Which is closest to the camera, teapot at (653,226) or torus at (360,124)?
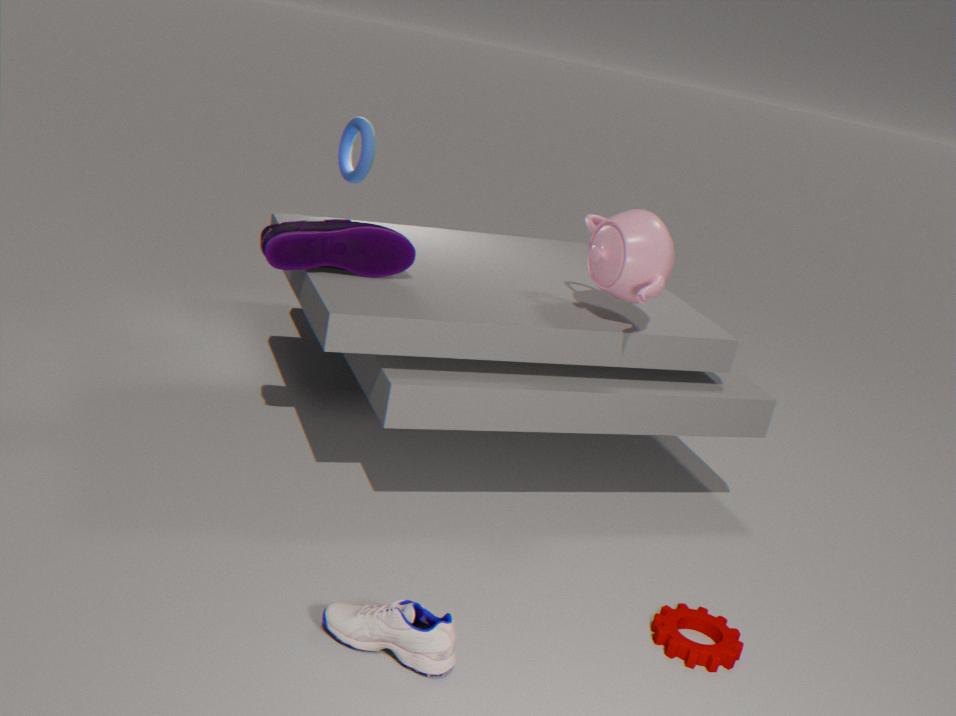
teapot at (653,226)
